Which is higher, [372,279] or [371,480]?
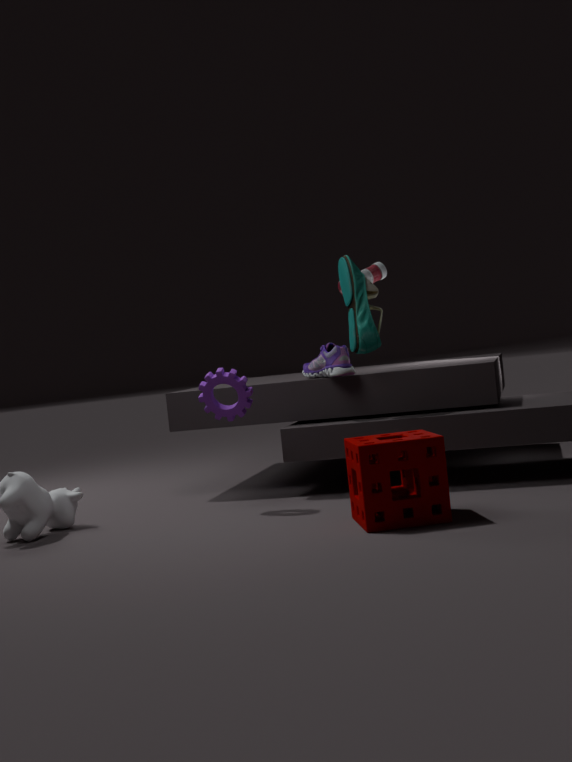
[372,279]
